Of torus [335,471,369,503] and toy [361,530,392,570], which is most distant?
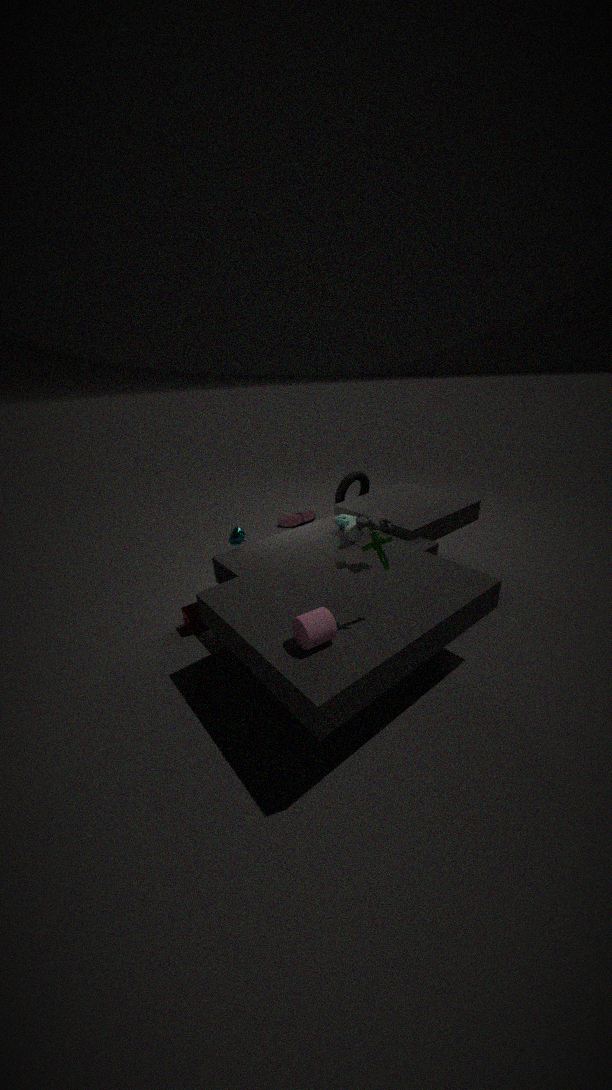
torus [335,471,369,503]
